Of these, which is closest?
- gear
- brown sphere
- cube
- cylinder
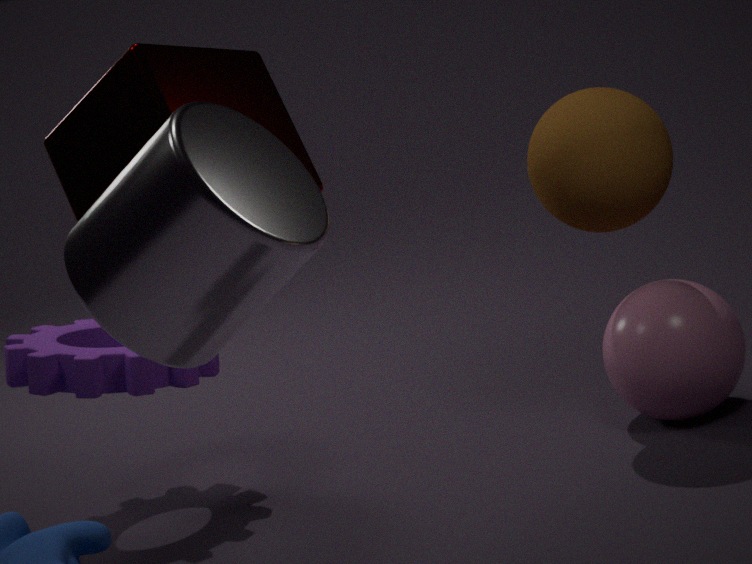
cylinder
